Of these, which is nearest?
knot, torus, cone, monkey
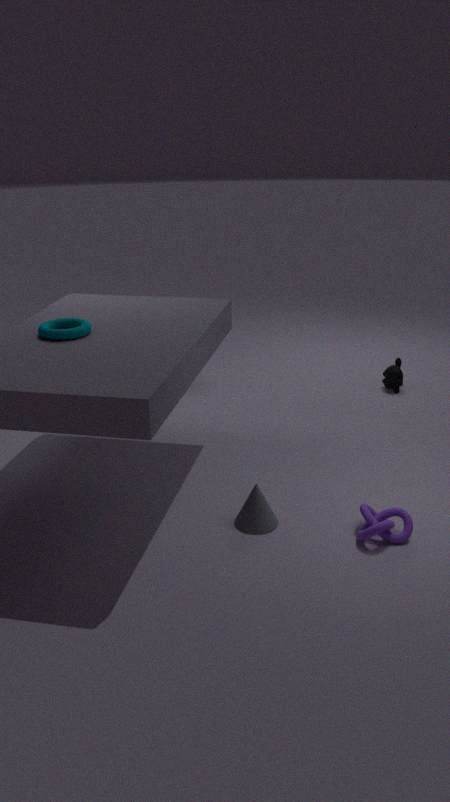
knot
